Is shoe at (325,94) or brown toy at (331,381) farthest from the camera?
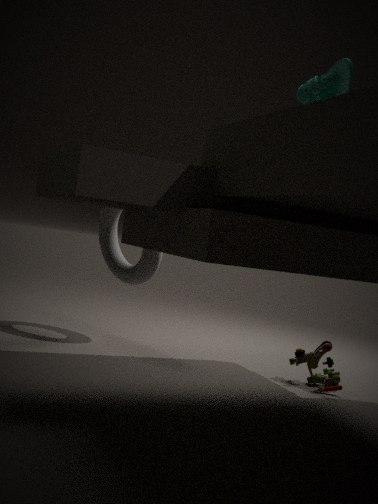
brown toy at (331,381)
